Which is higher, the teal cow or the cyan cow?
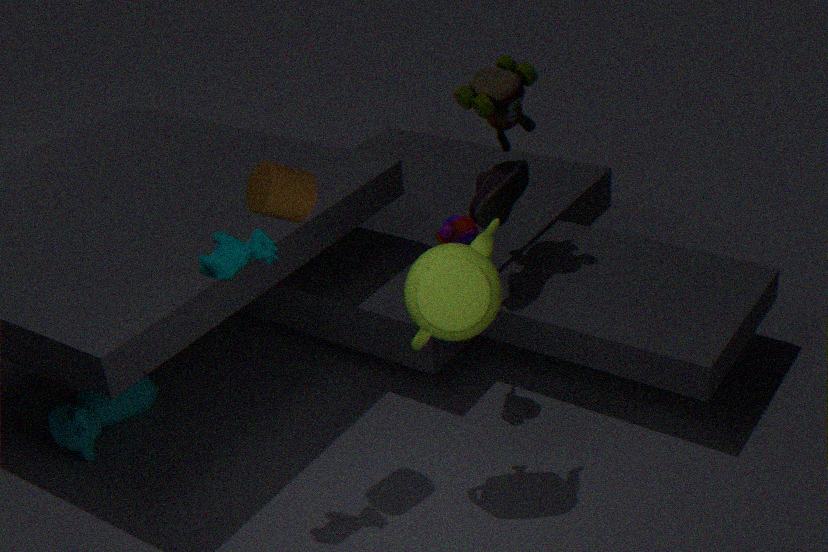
the teal cow
